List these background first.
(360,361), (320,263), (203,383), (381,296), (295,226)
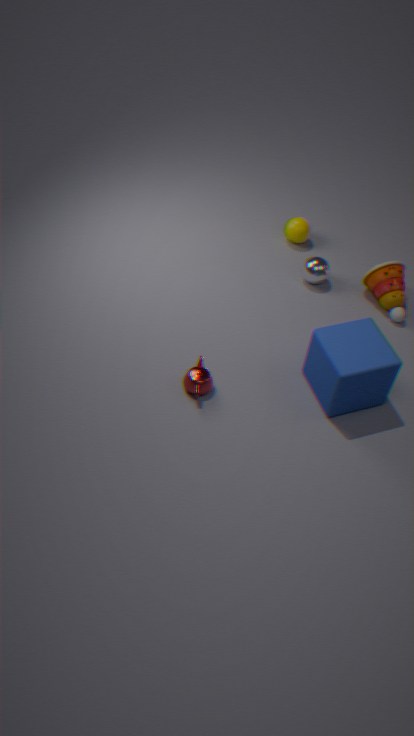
(295,226) < (320,263) < (381,296) < (203,383) < (360,361)
